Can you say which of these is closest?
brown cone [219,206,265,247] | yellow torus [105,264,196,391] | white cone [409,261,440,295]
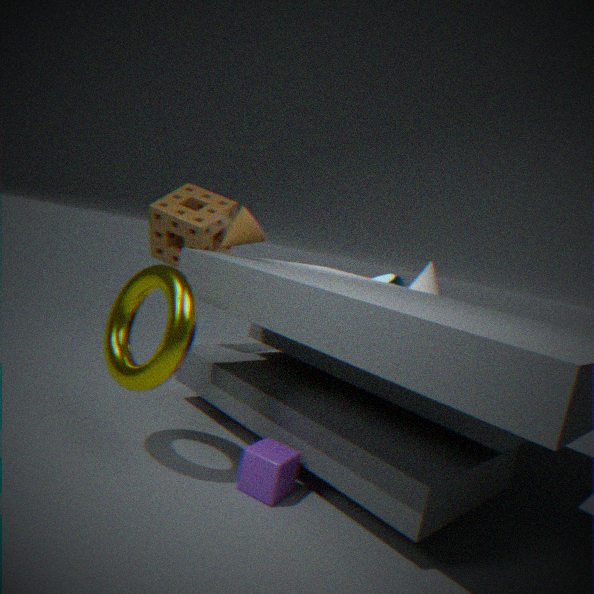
yellow torus [105,264,196,391]
